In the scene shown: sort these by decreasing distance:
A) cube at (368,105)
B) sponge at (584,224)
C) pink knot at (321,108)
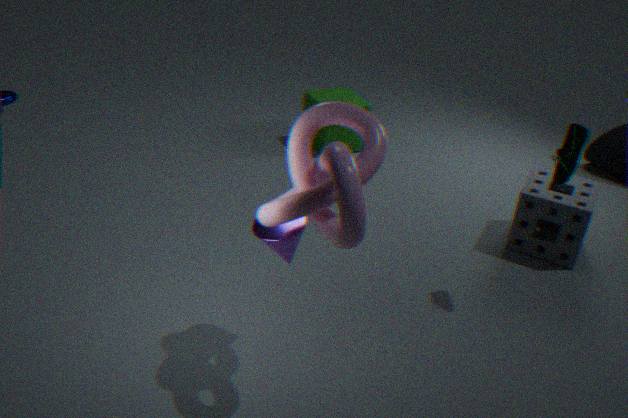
1. A. cube at (368,105)
2. B. sponge at (584,224)
3. C. pink knot at (321,108)
